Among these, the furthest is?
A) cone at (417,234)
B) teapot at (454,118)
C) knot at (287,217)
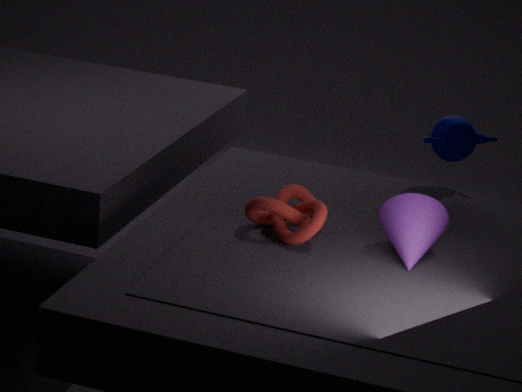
teapot at (454,118)
